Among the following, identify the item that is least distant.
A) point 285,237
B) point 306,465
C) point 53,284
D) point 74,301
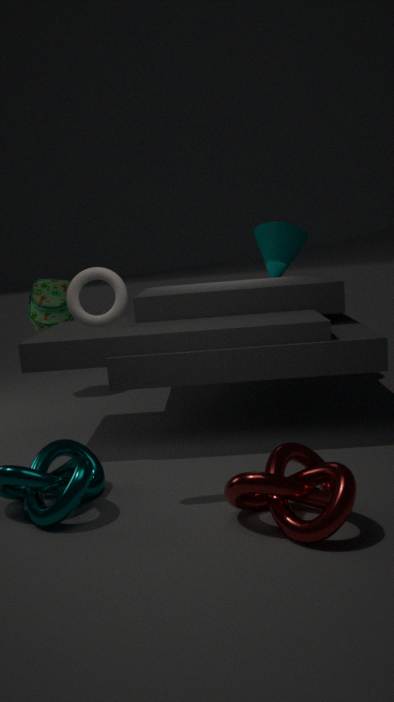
point 74,301
